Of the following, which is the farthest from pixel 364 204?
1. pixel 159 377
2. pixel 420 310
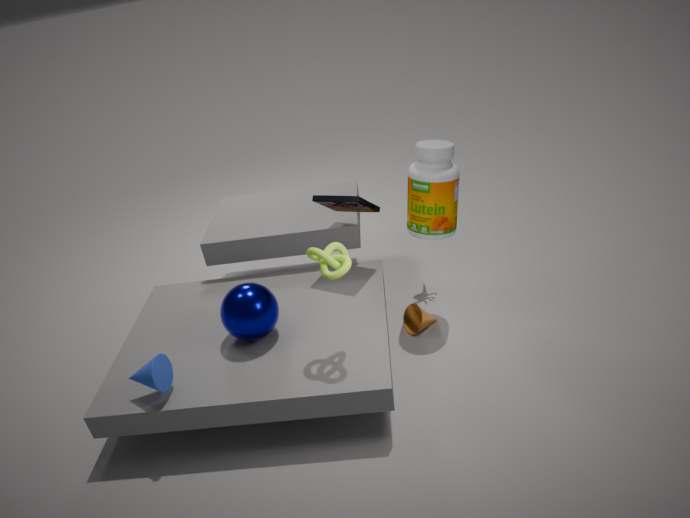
pixel 159 377
